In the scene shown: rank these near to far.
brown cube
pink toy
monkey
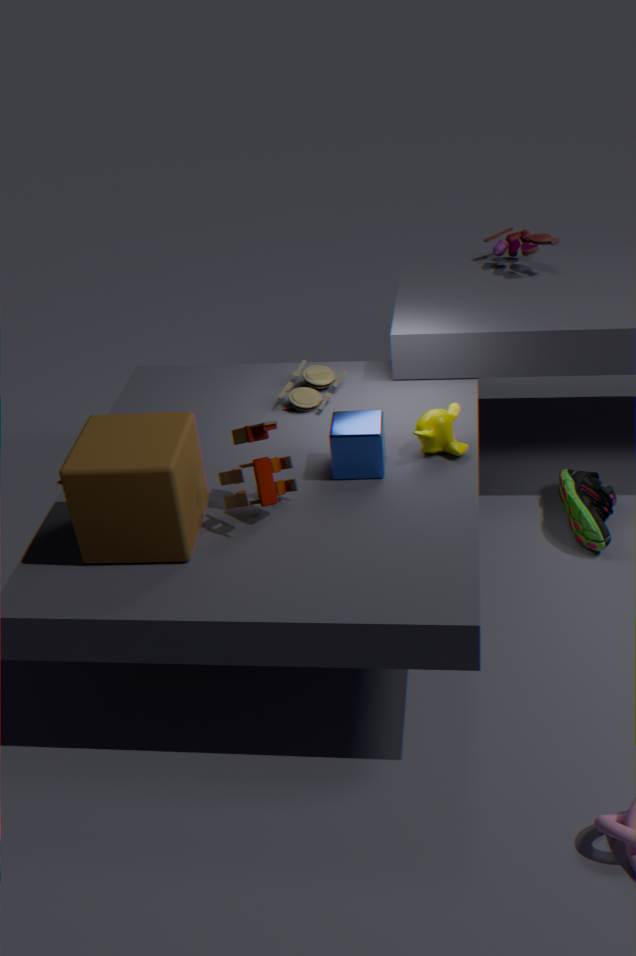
brown cube
monkey
pink toy
